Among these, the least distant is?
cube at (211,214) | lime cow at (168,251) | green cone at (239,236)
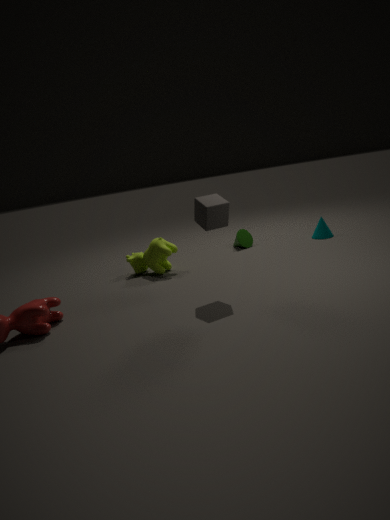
cube at (211,214)
